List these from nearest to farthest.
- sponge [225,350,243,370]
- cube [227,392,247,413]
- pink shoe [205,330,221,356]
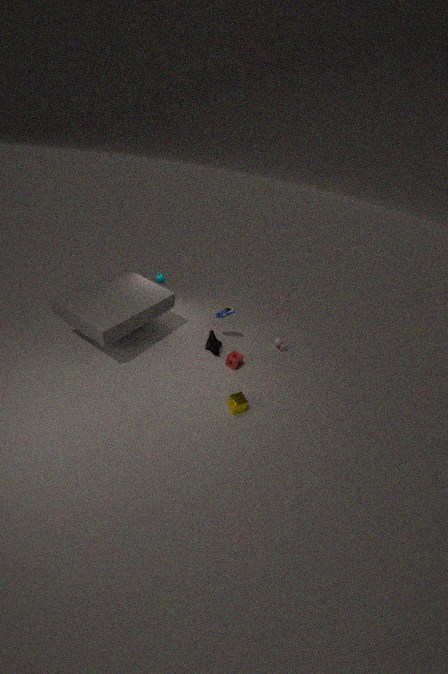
cube [227,392,247,413], sponge [225,350,243,370], pink shoe [205,330,221,356]
